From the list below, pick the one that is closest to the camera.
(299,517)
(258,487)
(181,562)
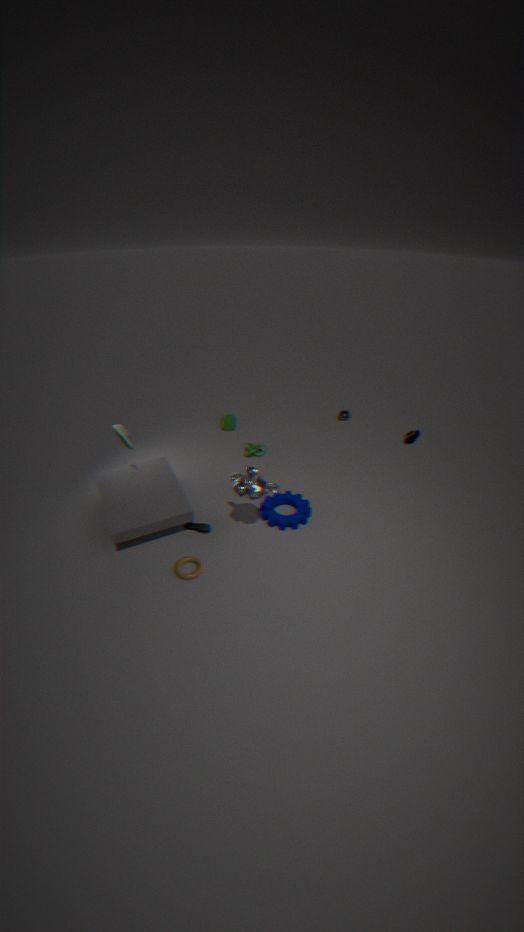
(258,487)
